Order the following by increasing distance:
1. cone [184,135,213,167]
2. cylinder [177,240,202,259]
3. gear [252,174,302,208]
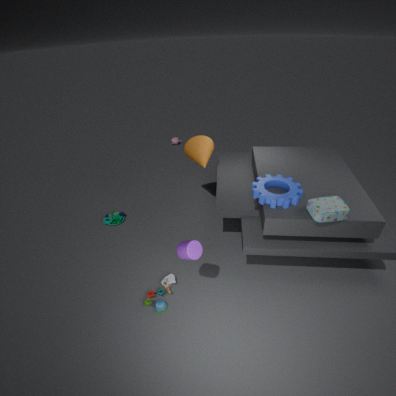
cylinder [177,240,202,259] → gear [252,174,302,208] → cone [184,135,213,167]
